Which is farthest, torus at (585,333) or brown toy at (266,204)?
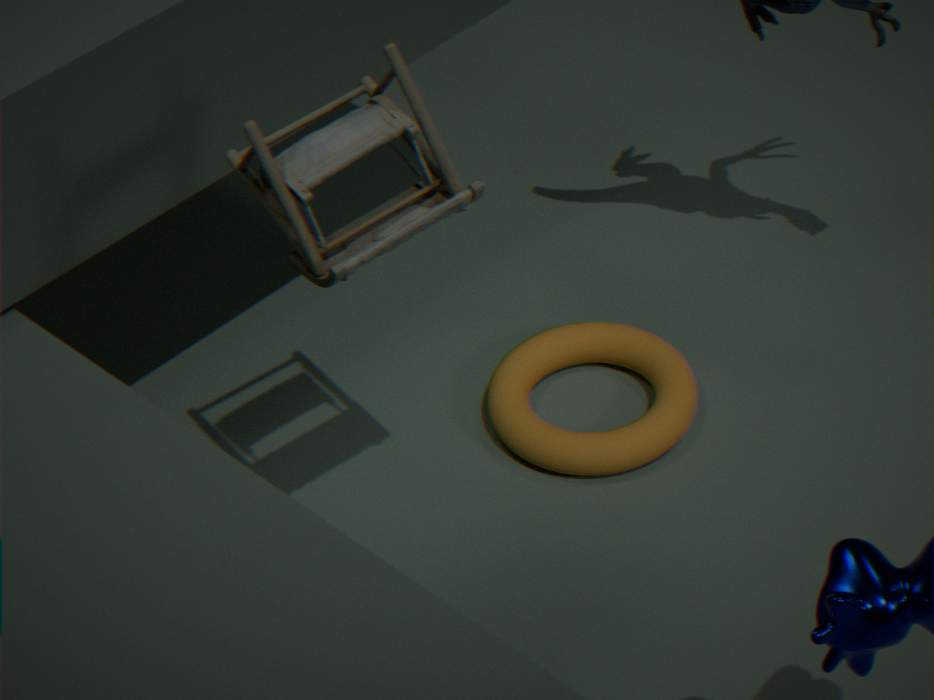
torus at (585,333)
